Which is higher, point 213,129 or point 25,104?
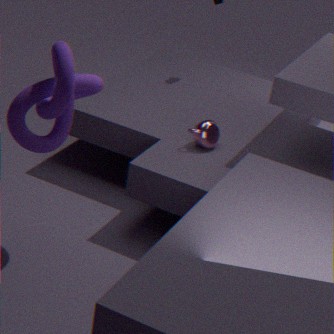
point 25,104
